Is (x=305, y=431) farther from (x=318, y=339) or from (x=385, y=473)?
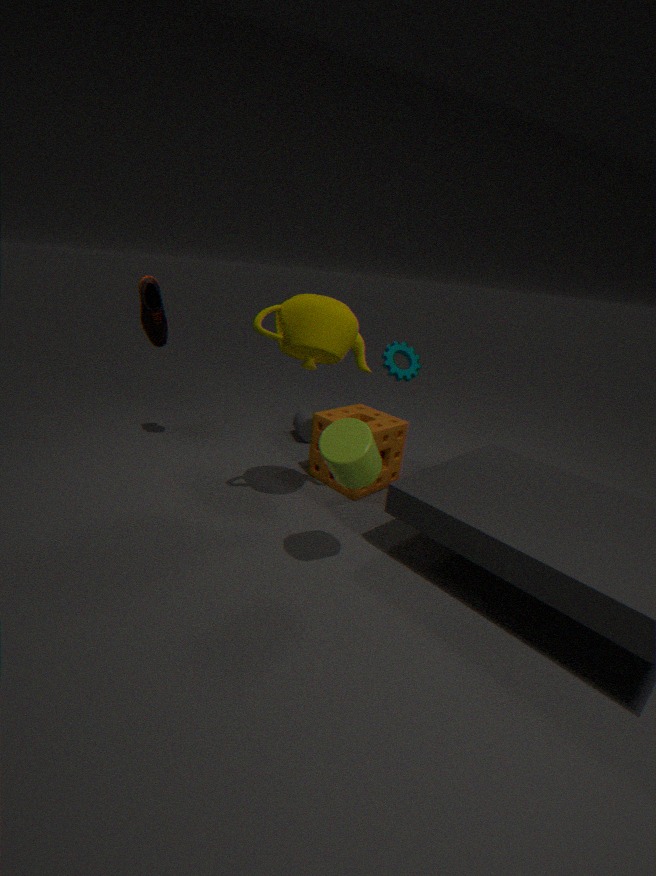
(x=318, y=339)
